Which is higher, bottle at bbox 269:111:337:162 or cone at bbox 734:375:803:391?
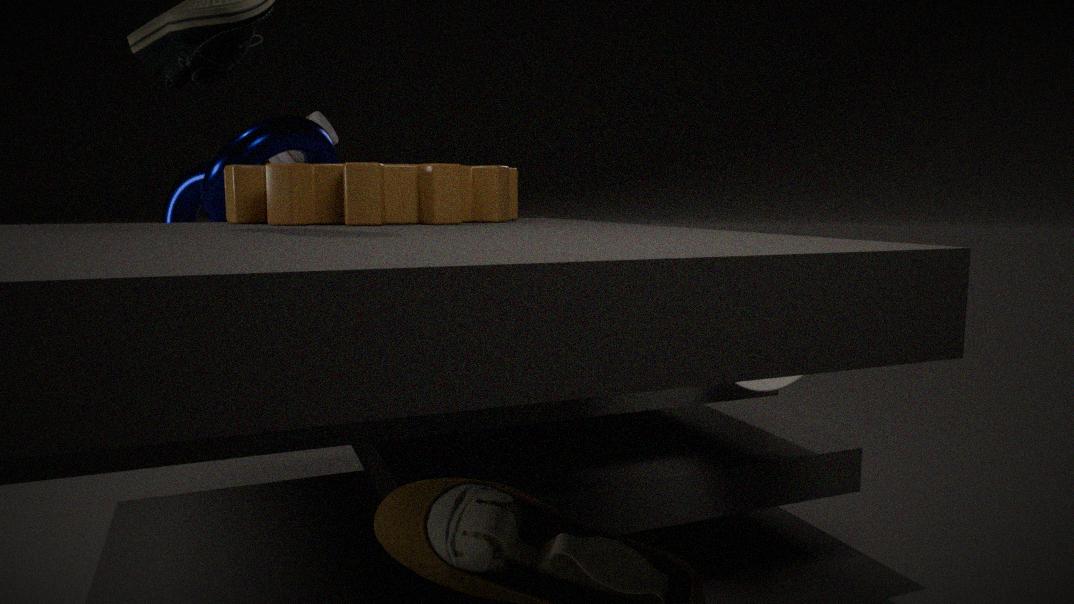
bottle at bbox 269:111:337:162
